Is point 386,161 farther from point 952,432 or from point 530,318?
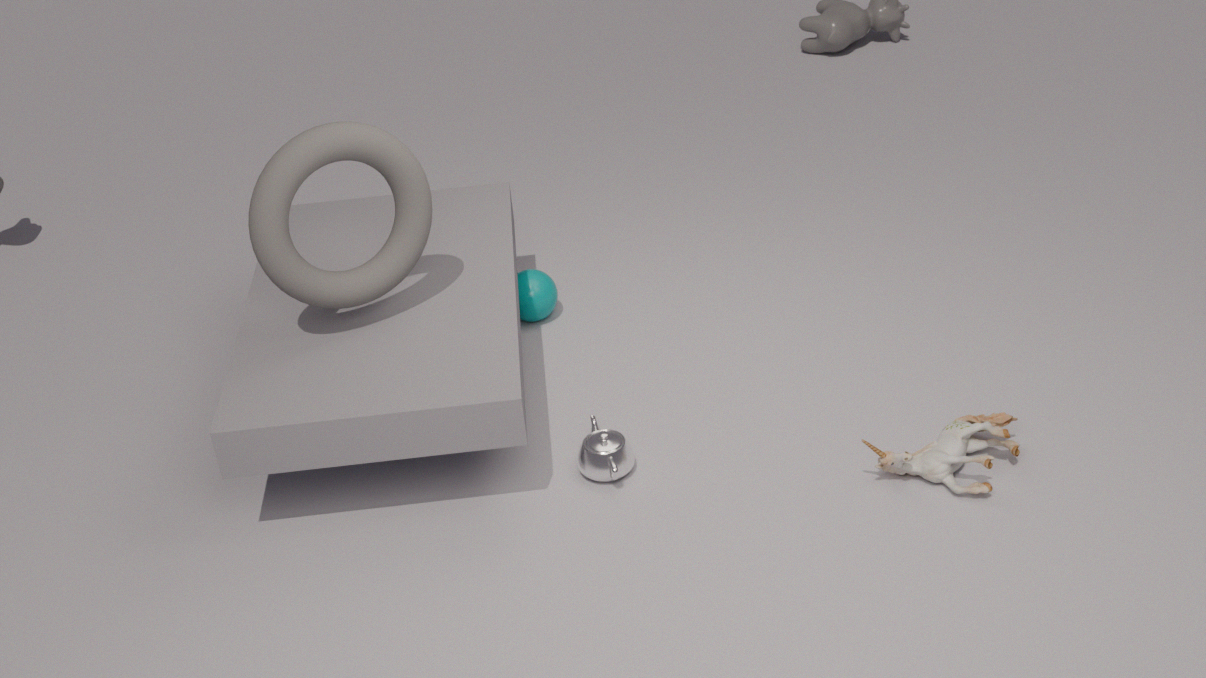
point 952,432
